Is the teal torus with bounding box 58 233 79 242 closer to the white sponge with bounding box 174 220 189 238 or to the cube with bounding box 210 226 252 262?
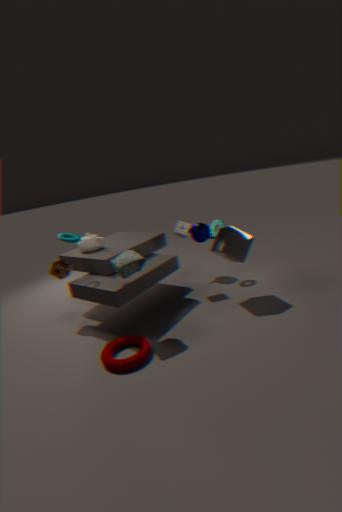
the white sponge with bounding box 174 220 189 238
